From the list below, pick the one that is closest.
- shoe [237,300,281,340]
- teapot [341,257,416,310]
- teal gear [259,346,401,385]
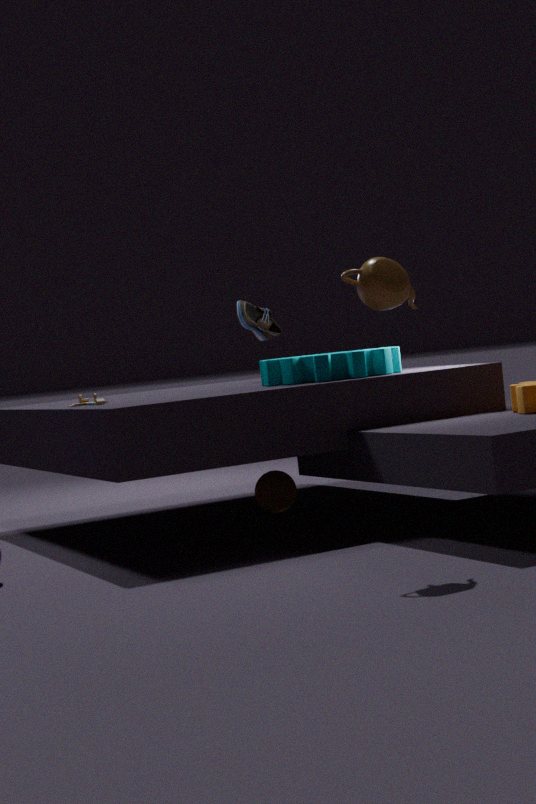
teapot [341,257,416,310]
